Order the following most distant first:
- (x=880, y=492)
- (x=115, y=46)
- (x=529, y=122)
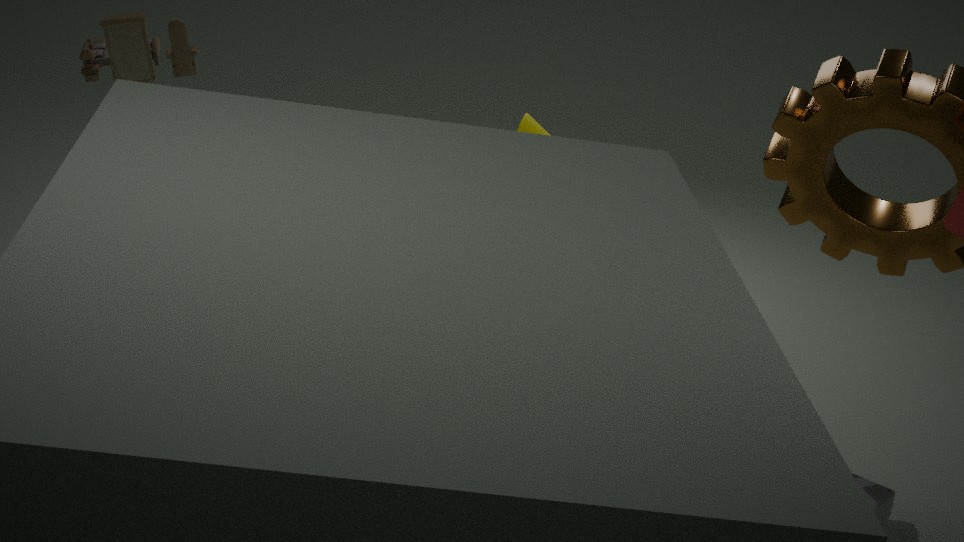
(x=529, y=122), (x=115, y=46), (x=880, y=492)
